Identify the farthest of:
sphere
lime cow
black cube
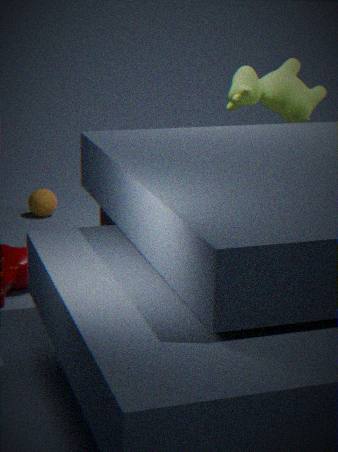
sphere
